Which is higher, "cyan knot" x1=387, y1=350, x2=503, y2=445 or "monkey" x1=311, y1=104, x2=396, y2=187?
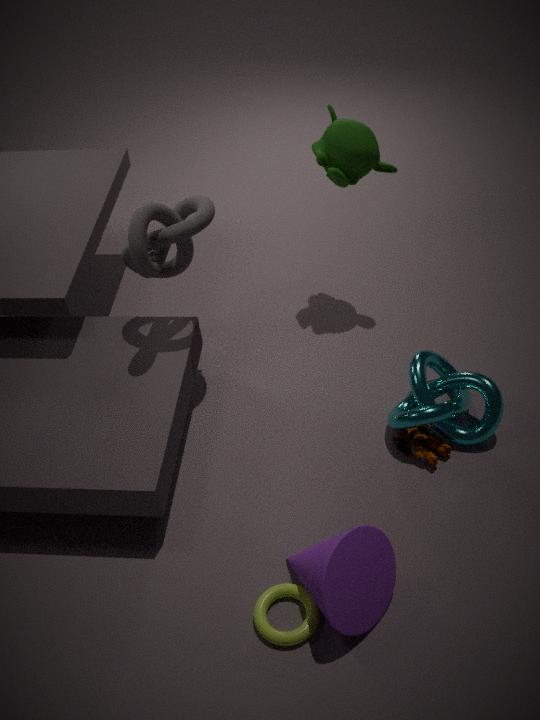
"monkey" x1=311, y1=104, x2=396, y2=187
